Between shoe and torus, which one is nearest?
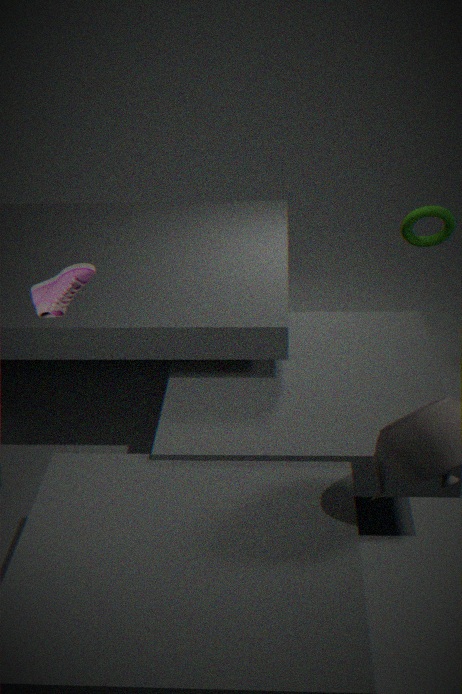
shoe
